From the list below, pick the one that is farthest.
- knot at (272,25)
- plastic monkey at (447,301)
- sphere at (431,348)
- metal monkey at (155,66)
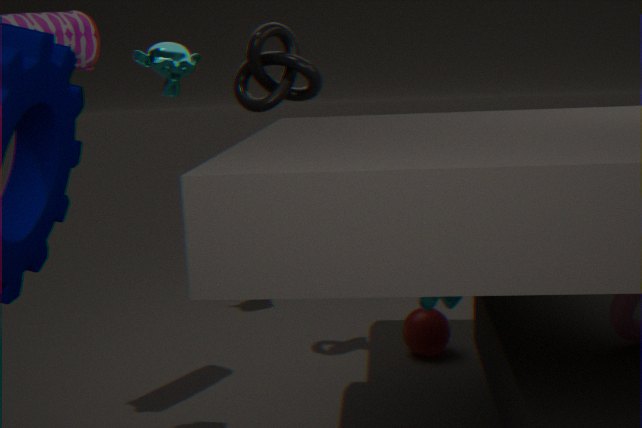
sphere at (431,348)
